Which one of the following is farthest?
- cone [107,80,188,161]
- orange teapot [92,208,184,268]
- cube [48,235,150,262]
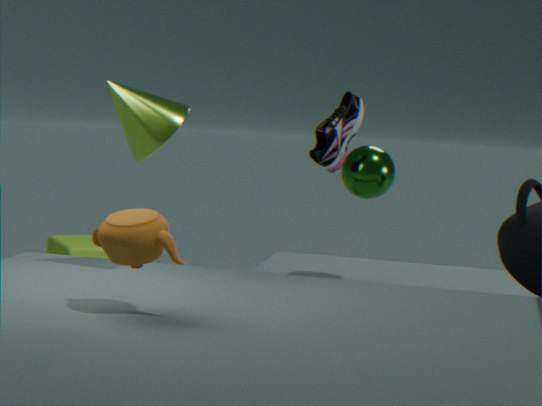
cube [48,235,150,262]
